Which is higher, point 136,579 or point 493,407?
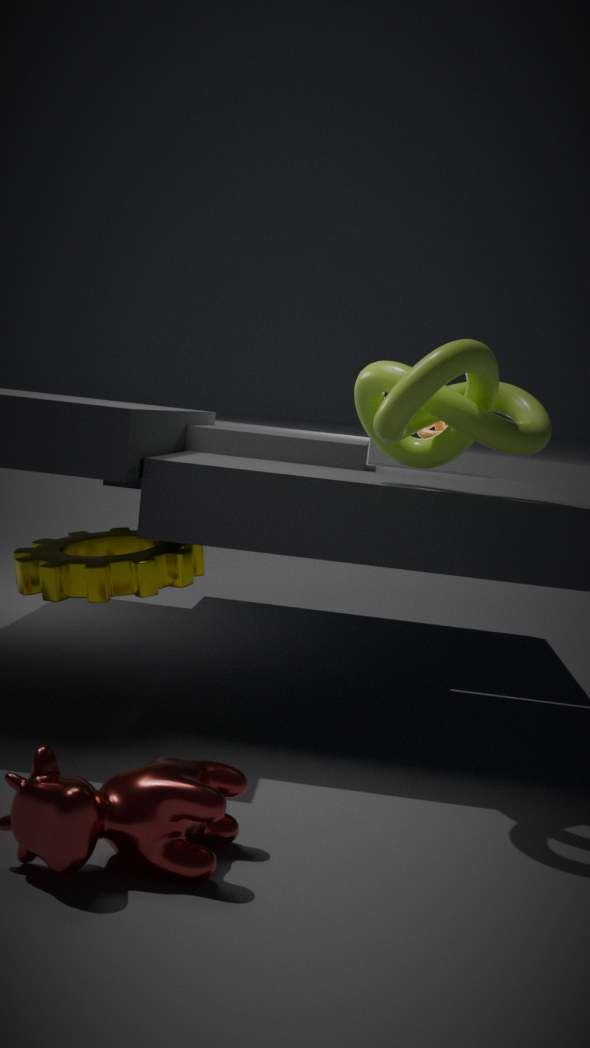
point 493,407
